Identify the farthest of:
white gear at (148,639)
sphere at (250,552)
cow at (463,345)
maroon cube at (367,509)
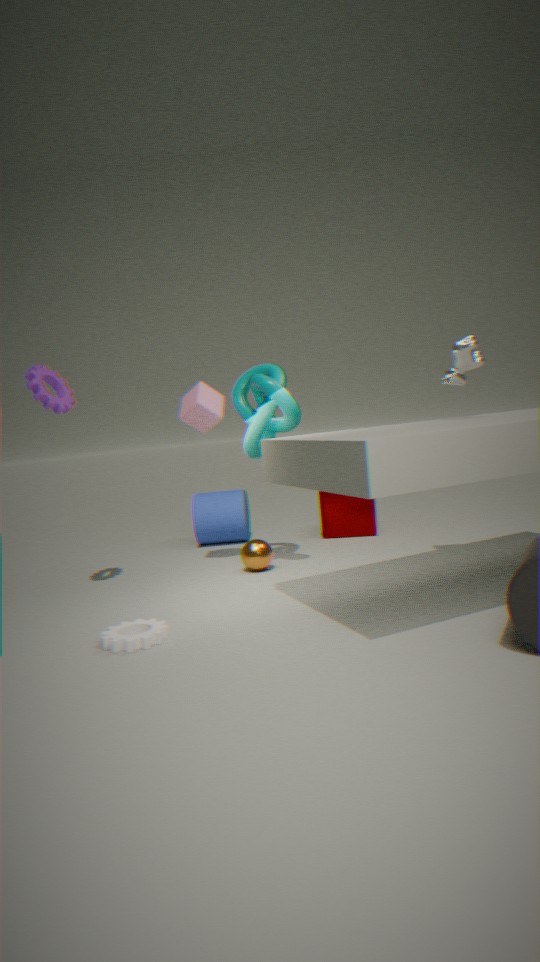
maroon cube at (367,509)
